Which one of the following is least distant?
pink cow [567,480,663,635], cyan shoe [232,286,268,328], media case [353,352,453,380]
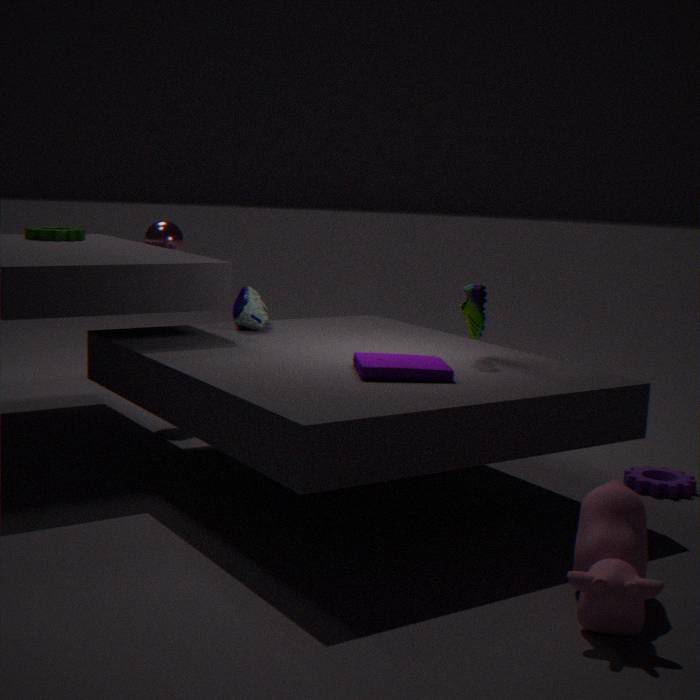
pink cow [567,480,663,635]
